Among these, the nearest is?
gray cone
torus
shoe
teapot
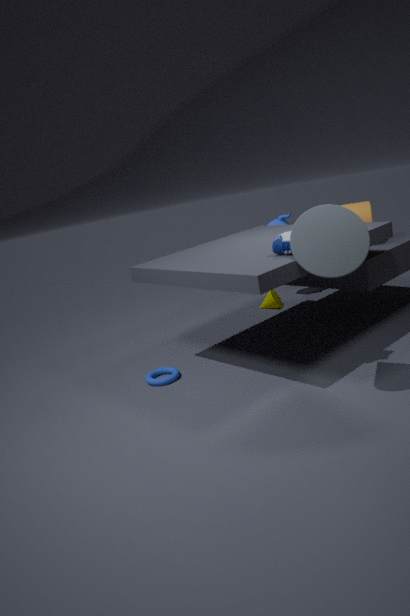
gray cone
